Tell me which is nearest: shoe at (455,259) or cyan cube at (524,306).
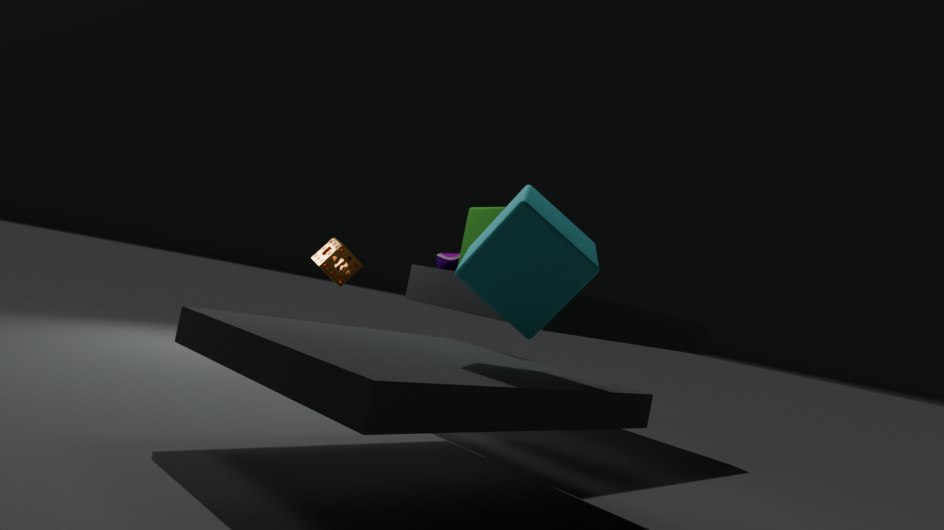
cyan cube at (524,306)
